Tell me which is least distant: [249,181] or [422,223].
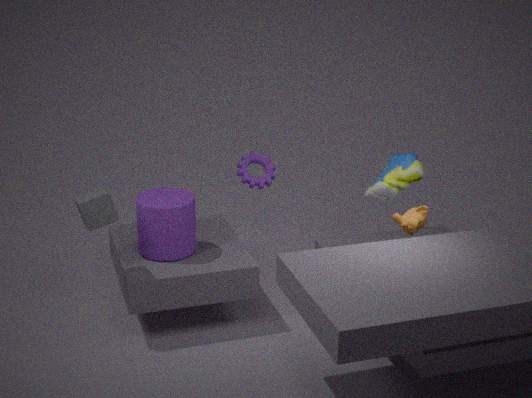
[422,223]
